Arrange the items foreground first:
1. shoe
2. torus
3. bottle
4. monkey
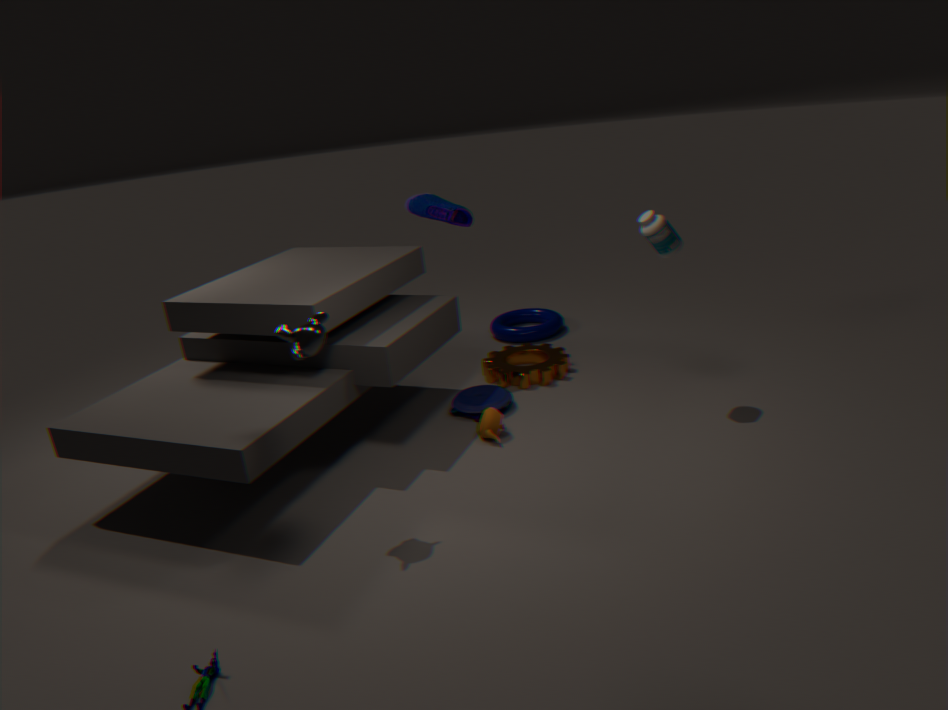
monkey, bottle, shoe, torus
